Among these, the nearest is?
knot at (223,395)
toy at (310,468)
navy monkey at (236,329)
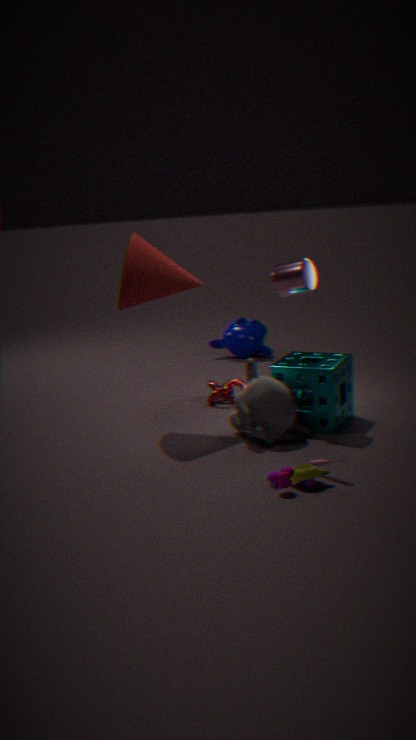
toy at (310,468)
